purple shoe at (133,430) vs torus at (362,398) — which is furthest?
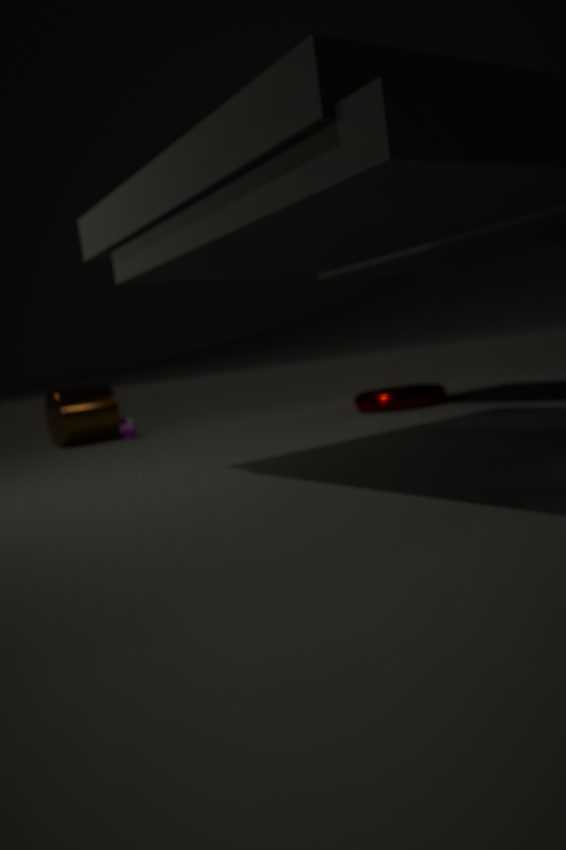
purple shoe at (133,430)
